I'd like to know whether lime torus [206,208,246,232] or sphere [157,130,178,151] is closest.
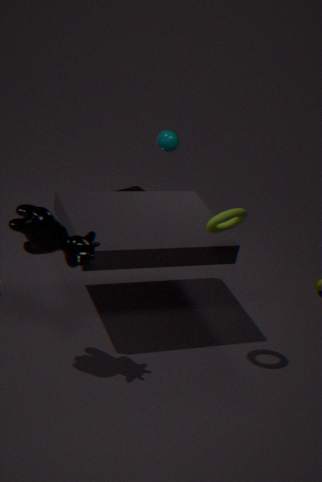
lime torus [206,208,246,232]
